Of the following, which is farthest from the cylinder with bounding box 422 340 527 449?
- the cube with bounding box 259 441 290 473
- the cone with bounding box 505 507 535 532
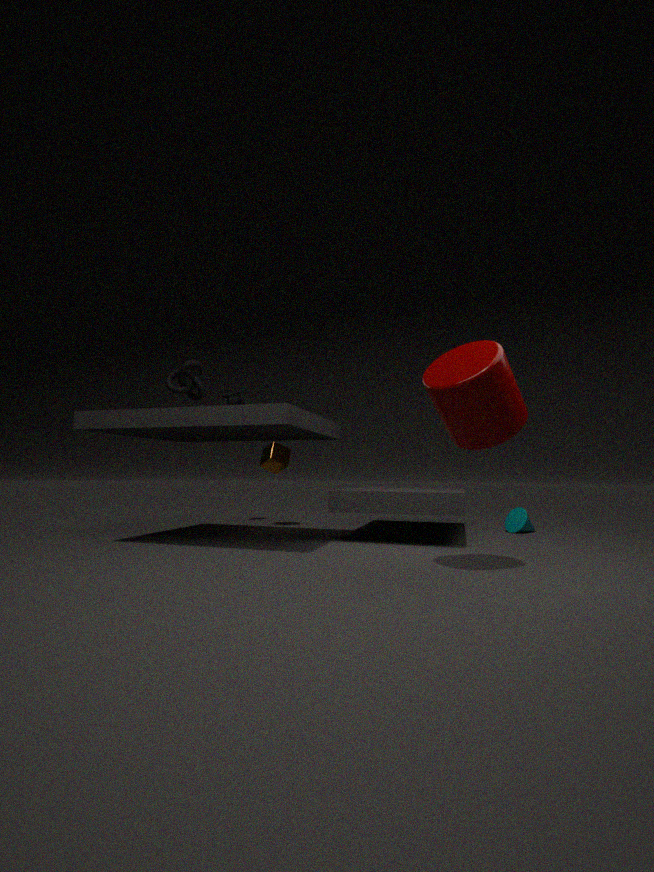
the cube with bounding box 259 441 290 473
